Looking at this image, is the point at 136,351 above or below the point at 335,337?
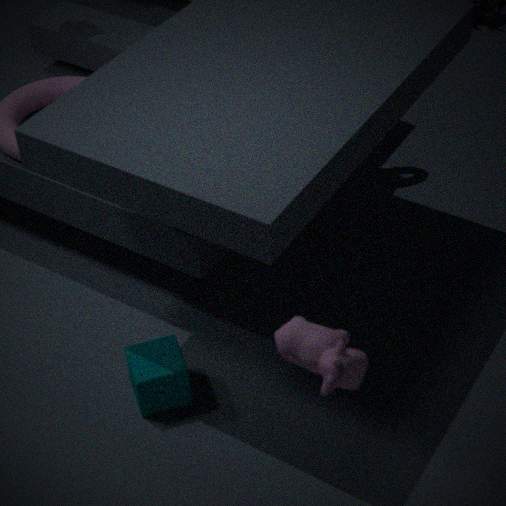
below
